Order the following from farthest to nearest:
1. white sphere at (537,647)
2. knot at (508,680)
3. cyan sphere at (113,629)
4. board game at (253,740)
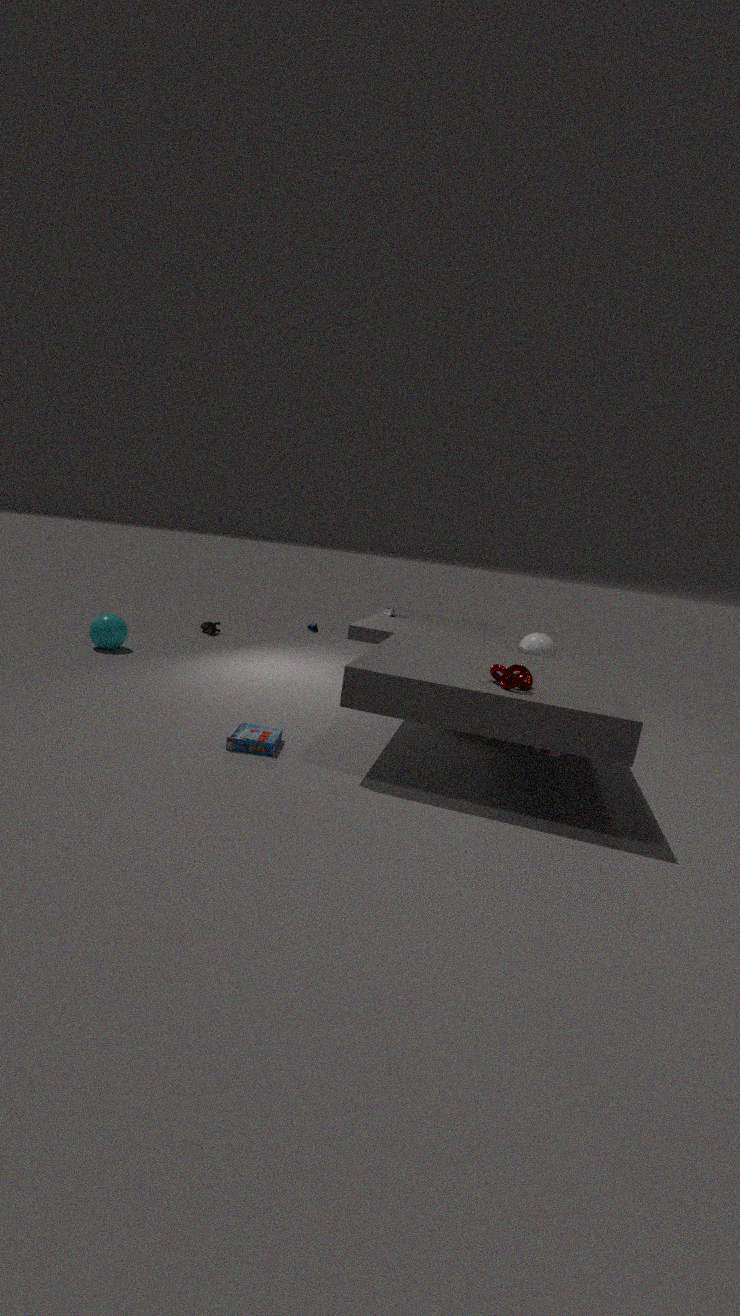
cyan sphere at (113,629), white sphere at (537,647), board game at (253,740), knot at (508,680)
